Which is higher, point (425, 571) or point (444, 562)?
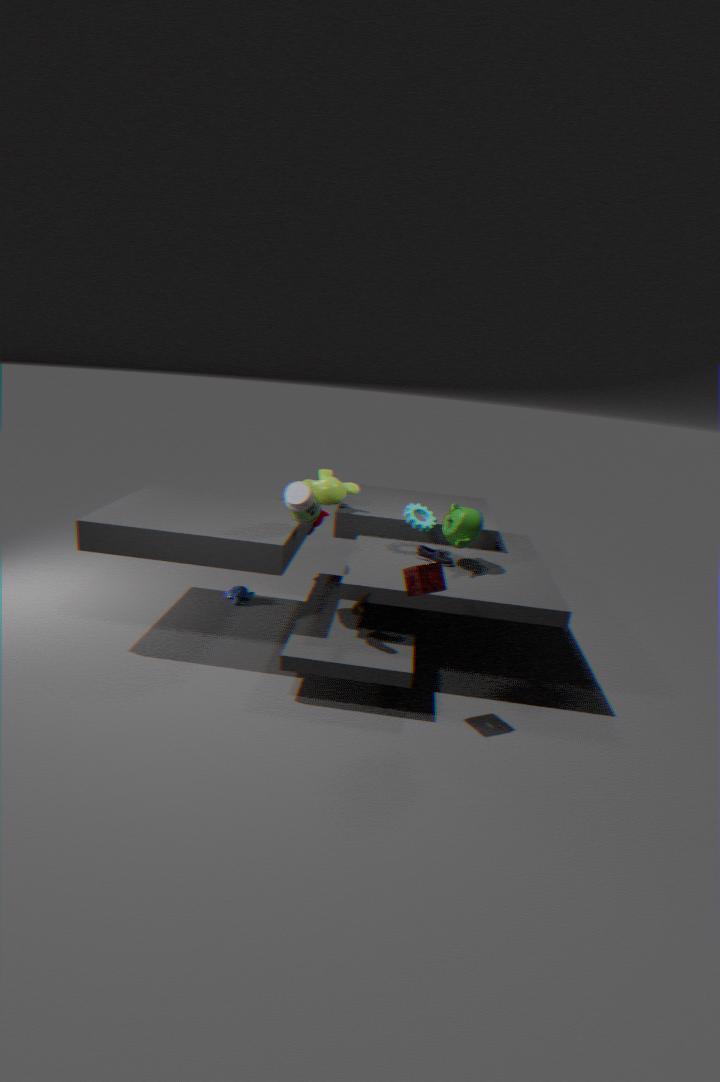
point (425, 571)
